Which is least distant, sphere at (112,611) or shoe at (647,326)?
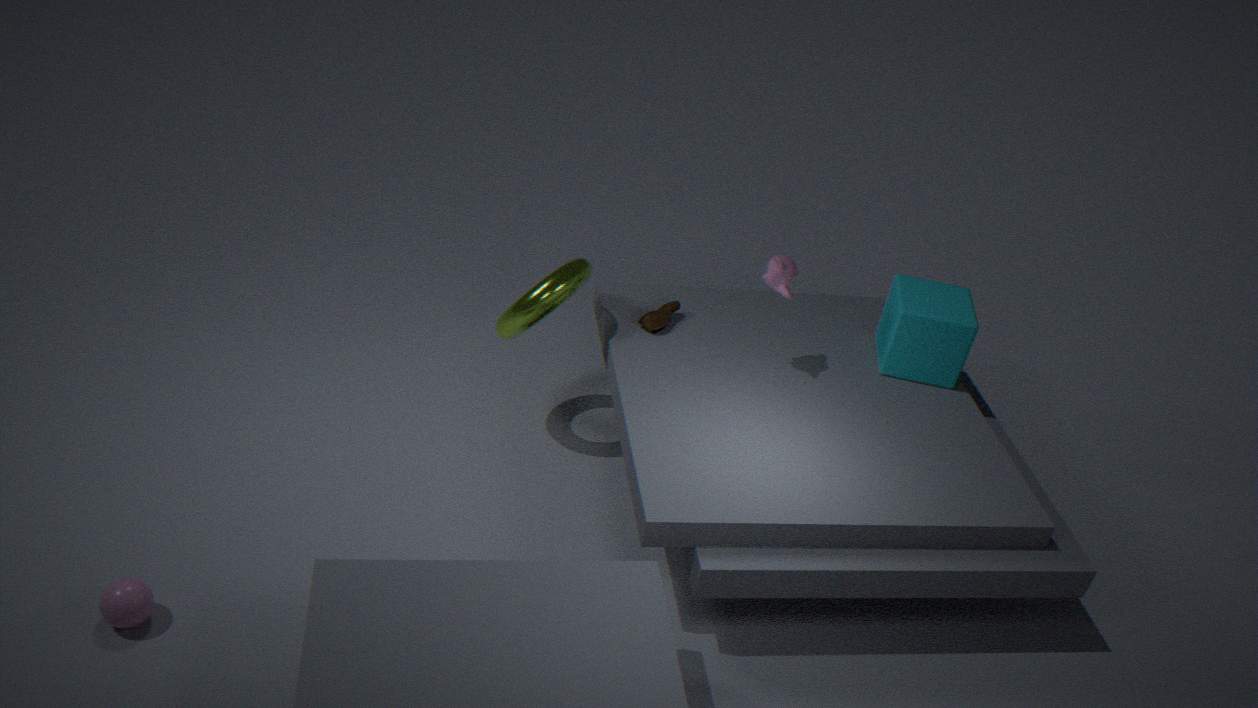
sphere at (112,611)
